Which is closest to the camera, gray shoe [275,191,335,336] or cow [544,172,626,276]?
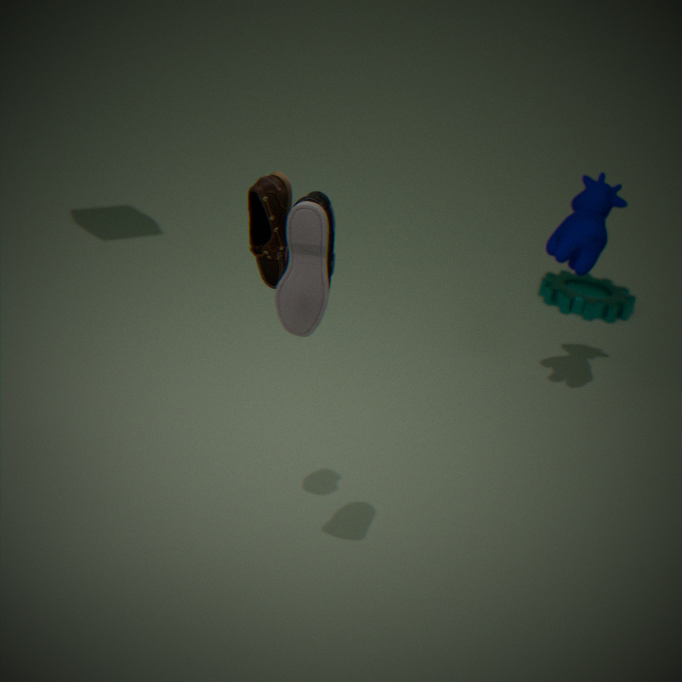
gray shoe [275,191,335,336]
